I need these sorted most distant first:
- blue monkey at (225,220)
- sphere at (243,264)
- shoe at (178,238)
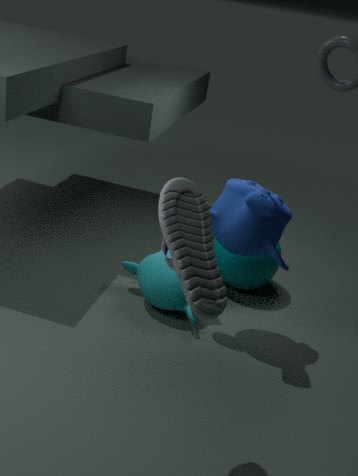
sphere at (243,264) → blue monkey at (225,220) → shoe at (178,238)
